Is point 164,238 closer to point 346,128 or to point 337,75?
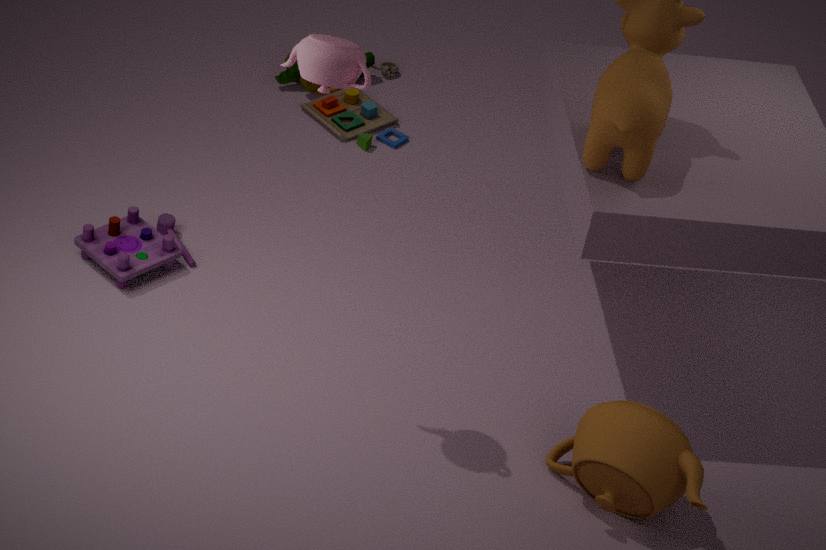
point 346,128
